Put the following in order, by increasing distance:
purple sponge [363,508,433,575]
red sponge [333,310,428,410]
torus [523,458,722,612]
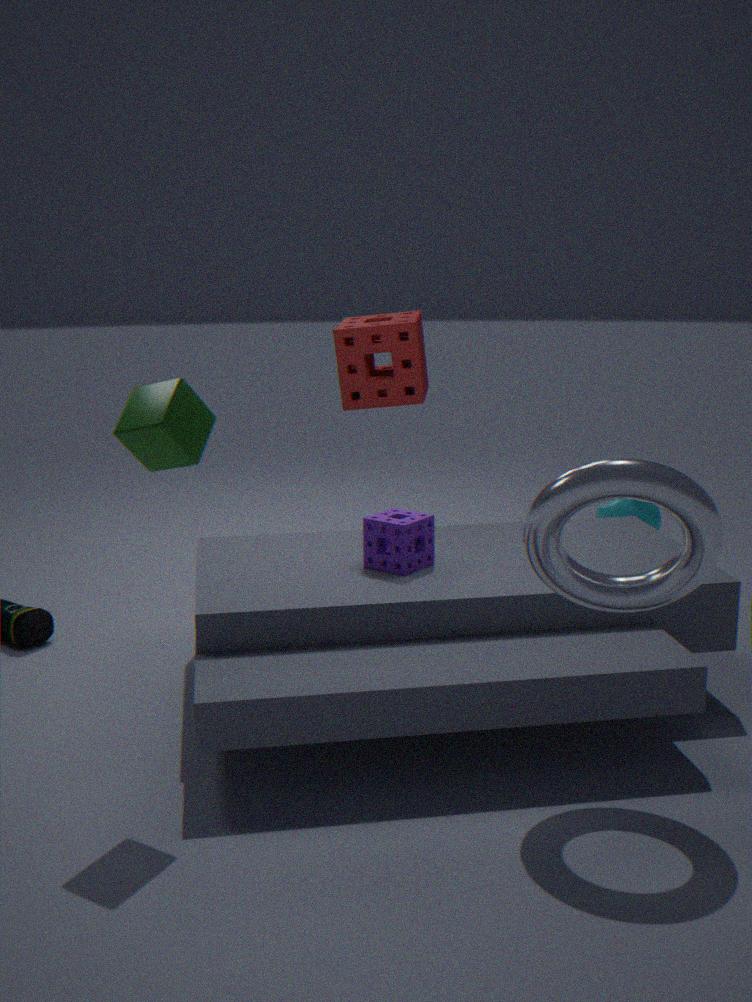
torus [523,458,722,612] < purple sponge [363,508,433,575] < red sponge [333,310,428,410]
